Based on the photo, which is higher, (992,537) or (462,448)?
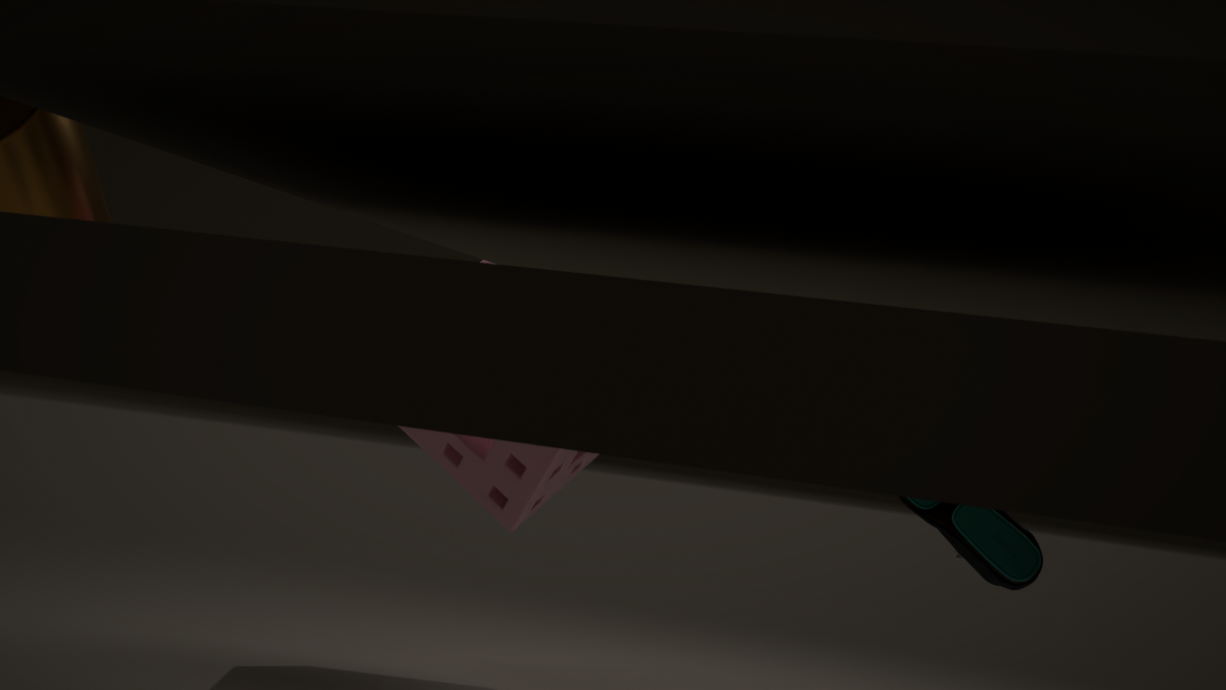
(462,448)
